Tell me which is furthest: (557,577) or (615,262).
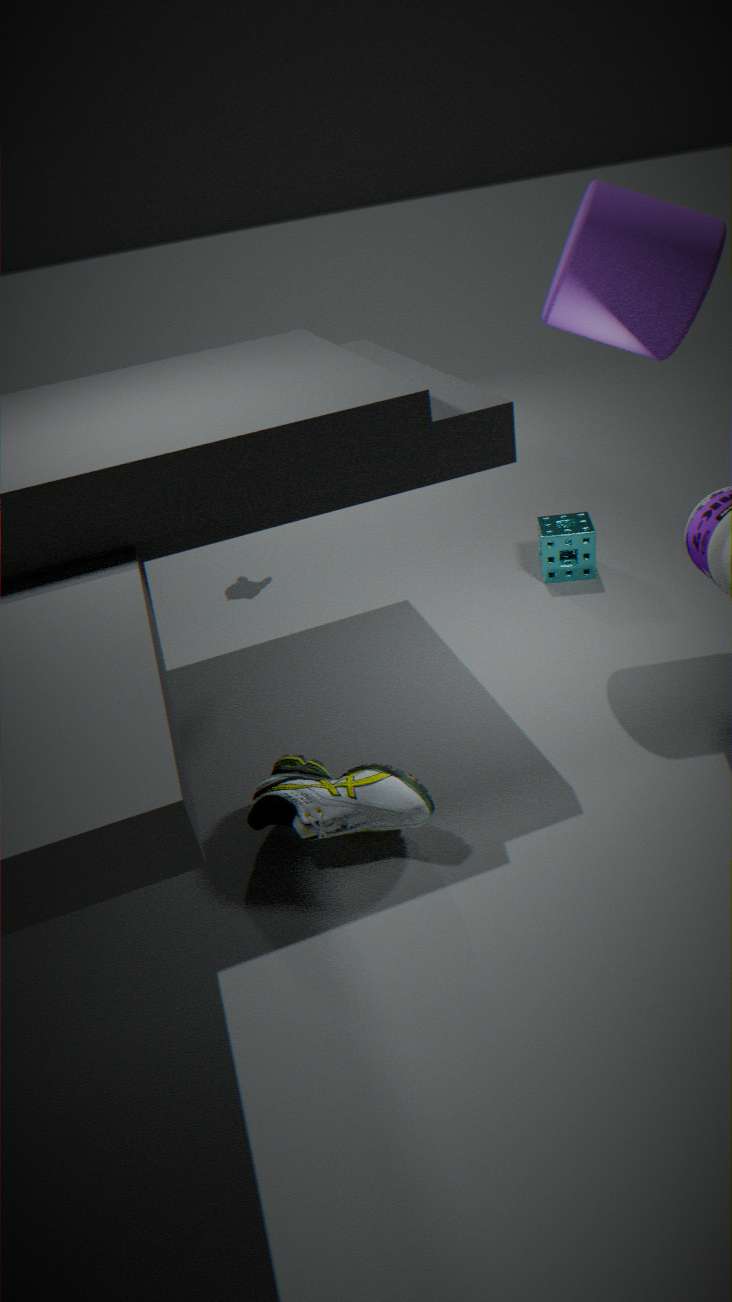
(557,577)
